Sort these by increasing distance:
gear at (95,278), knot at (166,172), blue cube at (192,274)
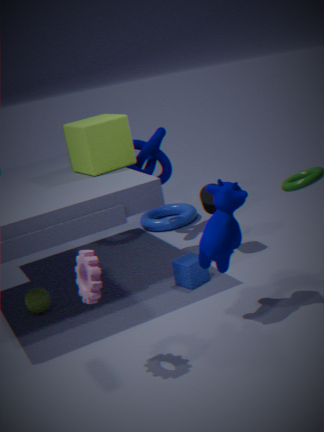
gear at (95,278) < blue cube at (192,274) < knot at (166,172)
